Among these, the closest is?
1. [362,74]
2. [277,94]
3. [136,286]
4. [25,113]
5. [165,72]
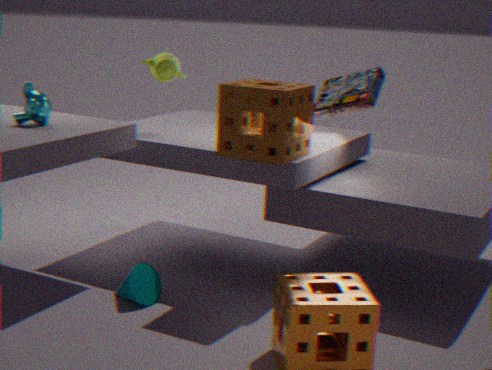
[277,94]
